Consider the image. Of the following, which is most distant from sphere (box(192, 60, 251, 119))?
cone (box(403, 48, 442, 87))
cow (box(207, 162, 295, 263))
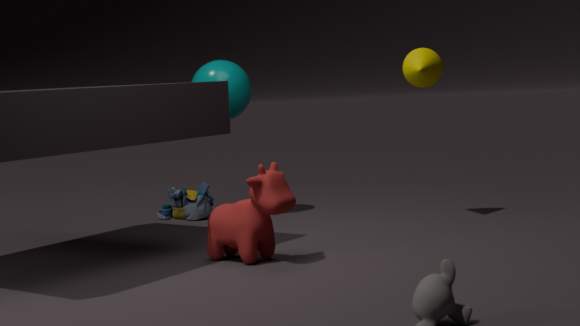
cow (box(207, 162, 295, 263))
